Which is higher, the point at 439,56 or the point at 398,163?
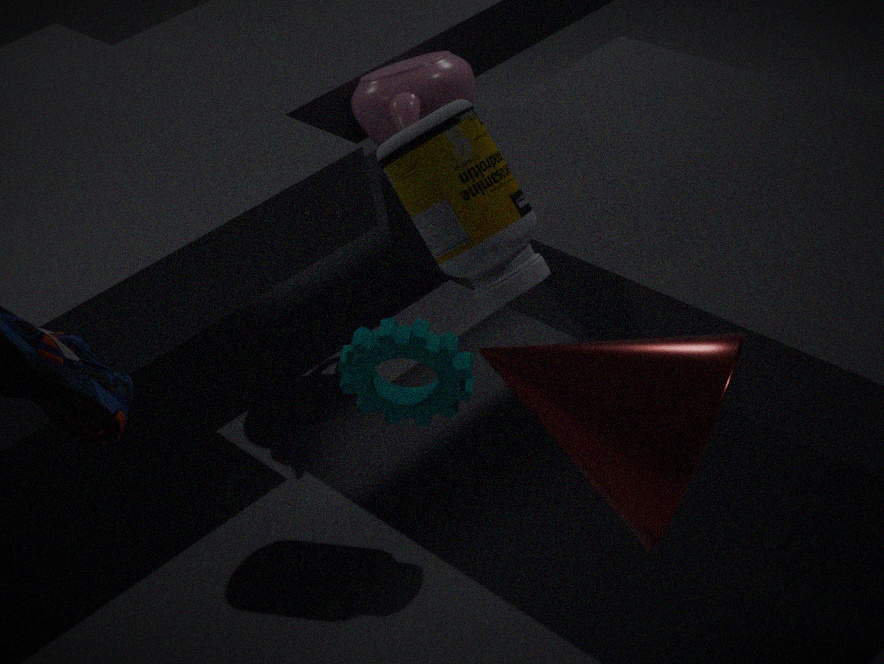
the point at 398,163
